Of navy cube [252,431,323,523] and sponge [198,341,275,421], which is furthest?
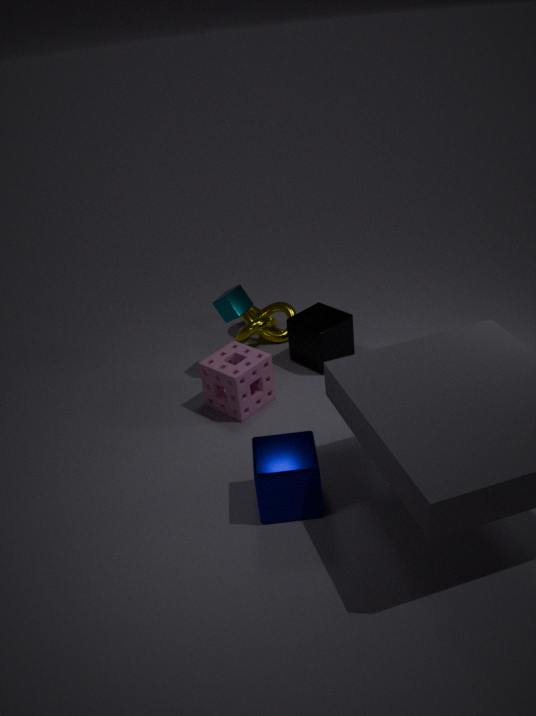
sponge [198,341,275,421]
